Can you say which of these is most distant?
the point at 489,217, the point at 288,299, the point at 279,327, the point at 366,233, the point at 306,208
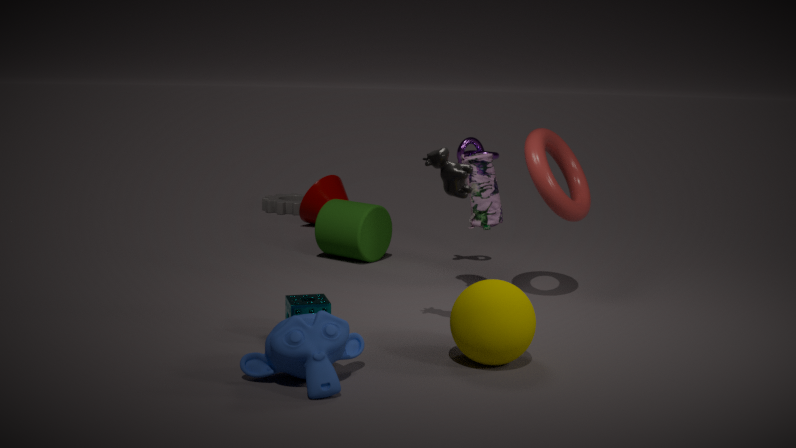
the point at 306,208
